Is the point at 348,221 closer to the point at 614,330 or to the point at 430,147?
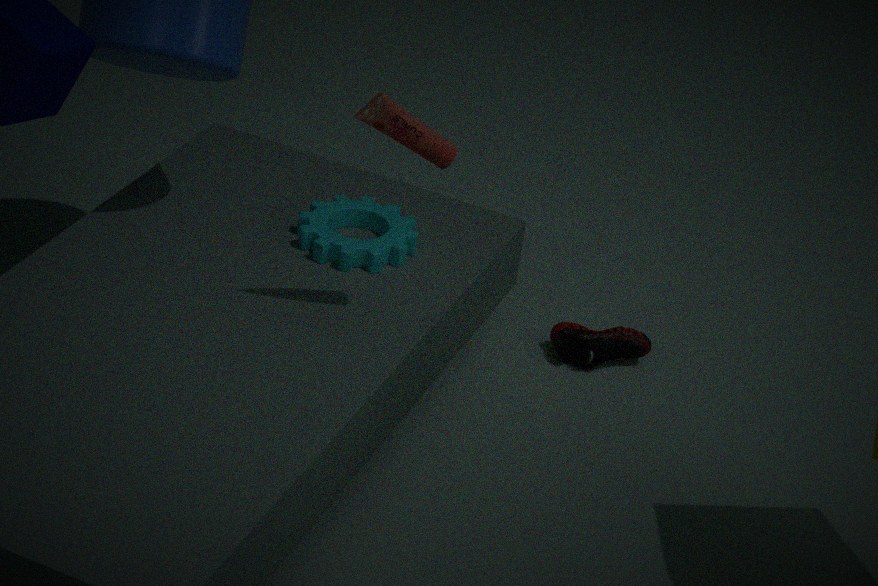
the point at 430,147
